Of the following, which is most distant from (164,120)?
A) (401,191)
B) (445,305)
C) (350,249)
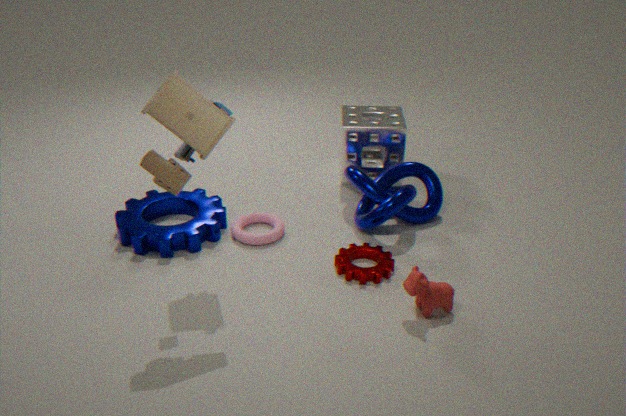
(401,191)
